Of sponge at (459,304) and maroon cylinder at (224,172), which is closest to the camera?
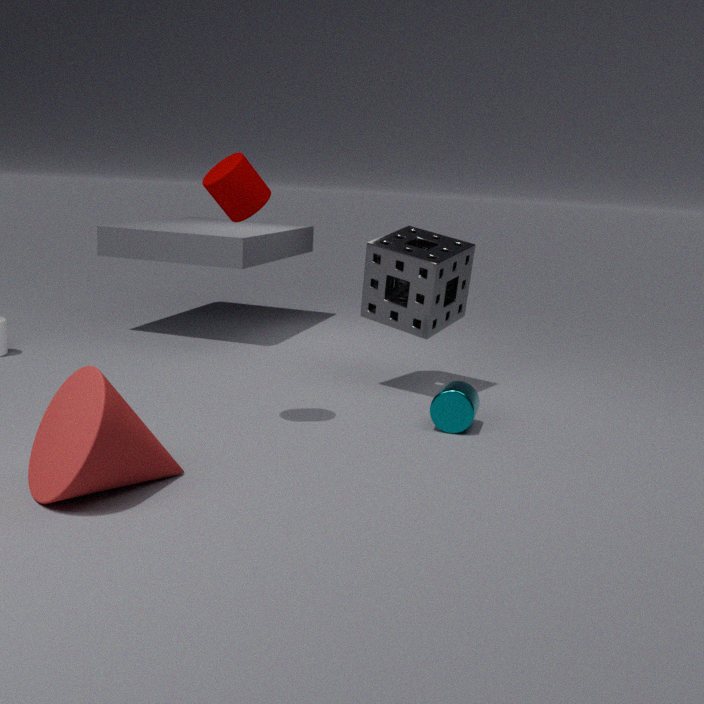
maroon cylinder at (224,172)
